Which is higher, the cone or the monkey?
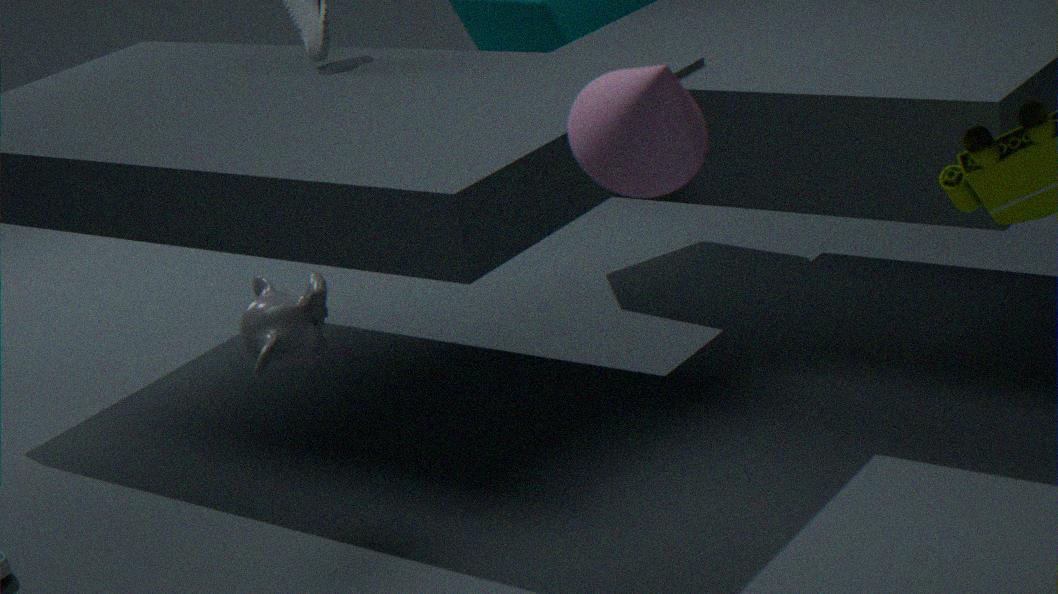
the cone
